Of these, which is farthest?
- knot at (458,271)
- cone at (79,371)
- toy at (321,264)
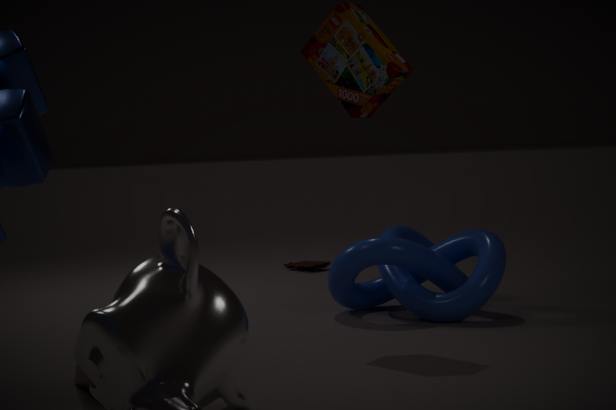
toy at (321,264)
